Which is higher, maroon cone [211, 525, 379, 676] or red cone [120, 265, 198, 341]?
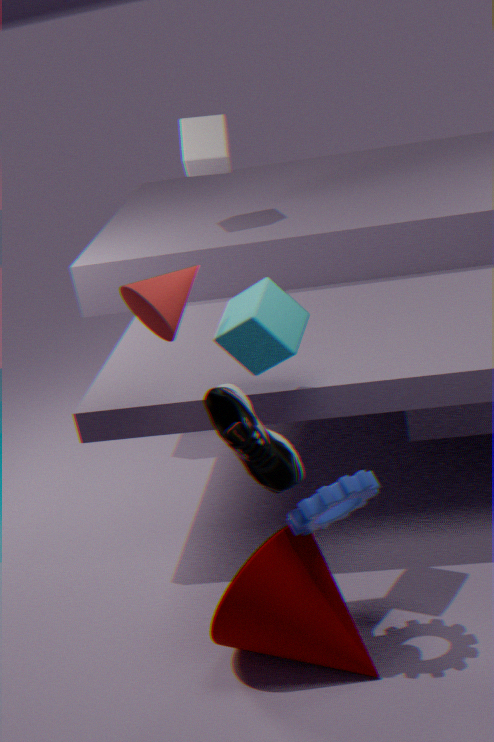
red cone [120, 265, 198, 341]
